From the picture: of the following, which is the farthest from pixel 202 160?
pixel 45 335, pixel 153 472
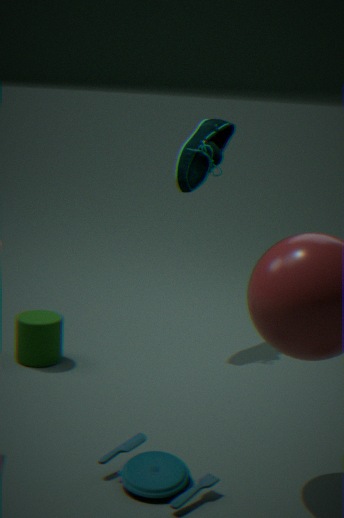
pixel 153 472
